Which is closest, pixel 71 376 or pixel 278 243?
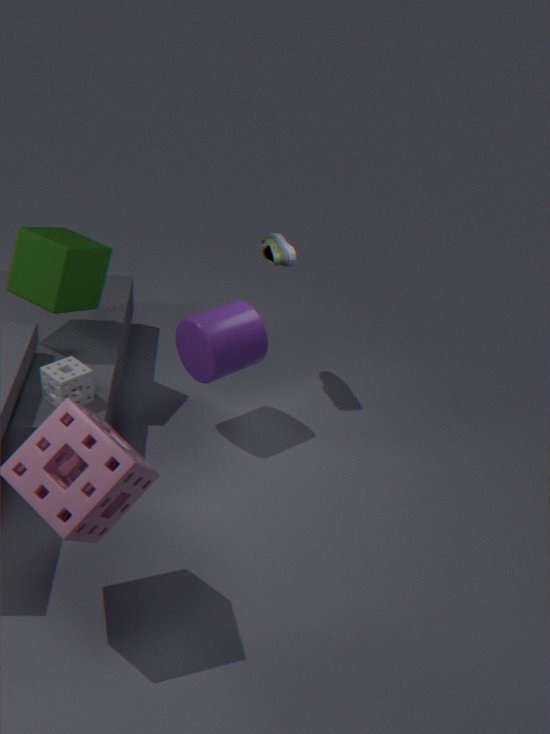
pixel 71 376
